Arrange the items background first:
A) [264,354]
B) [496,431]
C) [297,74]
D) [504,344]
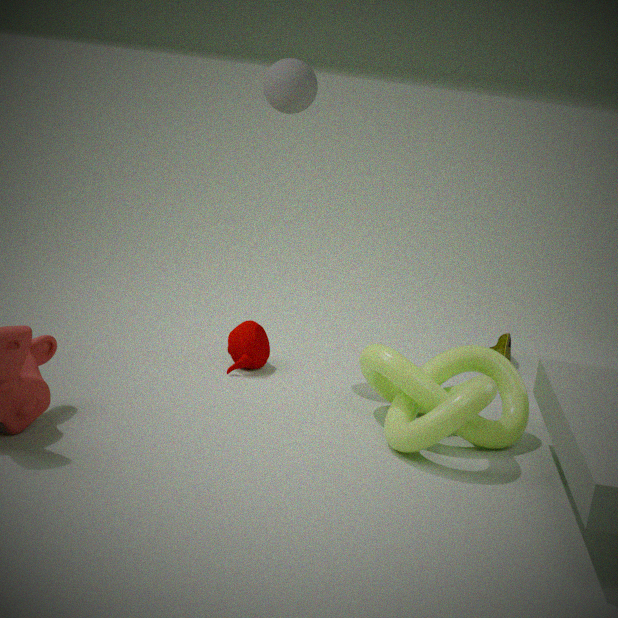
[504,344]
[264,354]
[297,74]
[496,431]
